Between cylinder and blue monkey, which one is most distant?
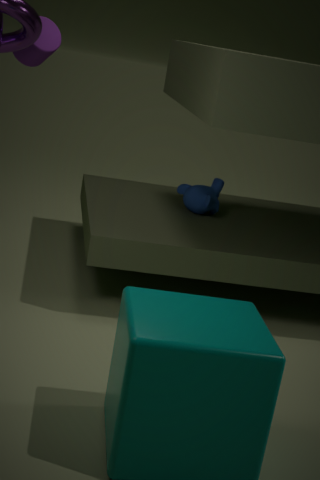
cylinder
